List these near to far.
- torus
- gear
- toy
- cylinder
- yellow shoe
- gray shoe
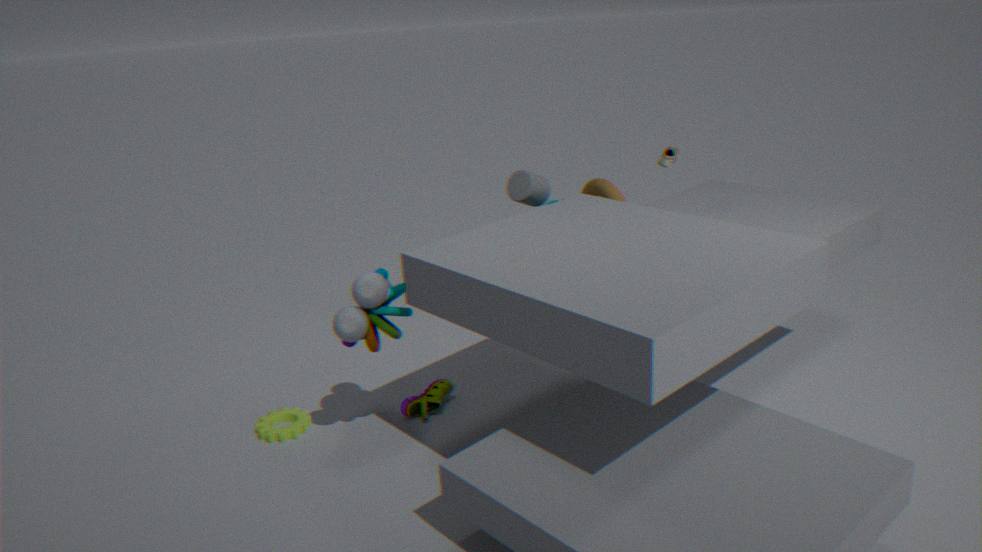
toy, gear, gray shoe, yellow shoe, cylinder, torus
